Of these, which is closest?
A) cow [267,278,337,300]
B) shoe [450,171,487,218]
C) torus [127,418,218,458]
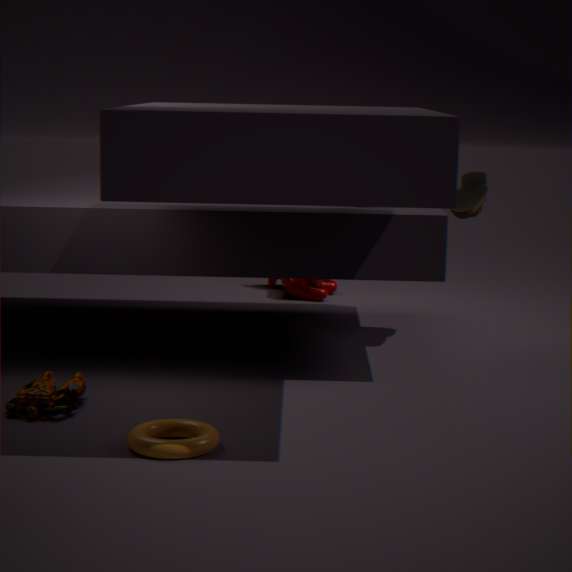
torus [127,418,218,458]
